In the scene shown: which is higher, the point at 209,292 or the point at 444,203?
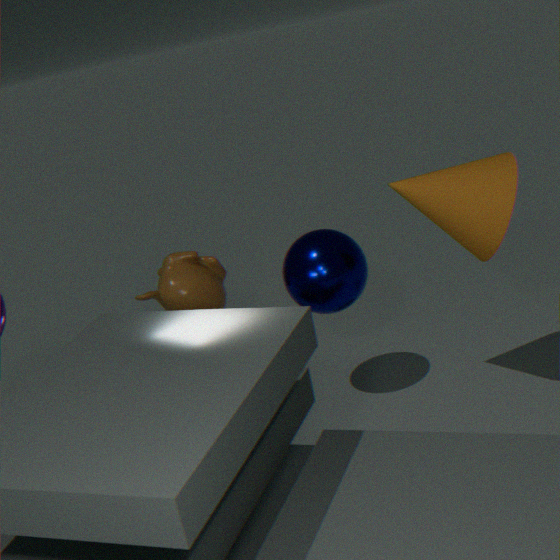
the point at 444,203
